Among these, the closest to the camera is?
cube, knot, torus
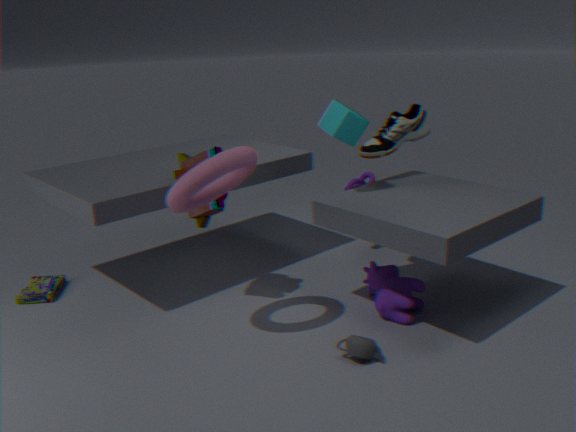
torus
